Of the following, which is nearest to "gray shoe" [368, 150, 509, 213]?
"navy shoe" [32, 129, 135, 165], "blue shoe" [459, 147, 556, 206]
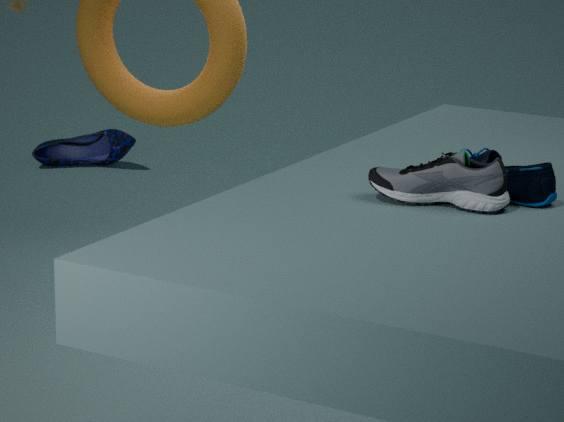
"blue shoe" [459, 147, 556, 206]
